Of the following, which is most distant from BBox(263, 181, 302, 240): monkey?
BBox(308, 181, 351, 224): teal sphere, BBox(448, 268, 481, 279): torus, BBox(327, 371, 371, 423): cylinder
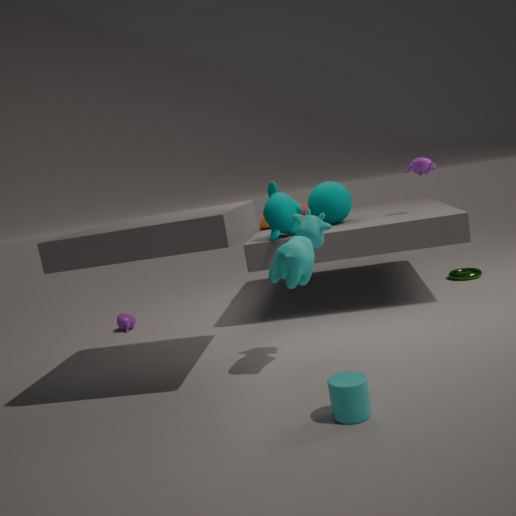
BBox(327, 371, 371, 423): cylinder
